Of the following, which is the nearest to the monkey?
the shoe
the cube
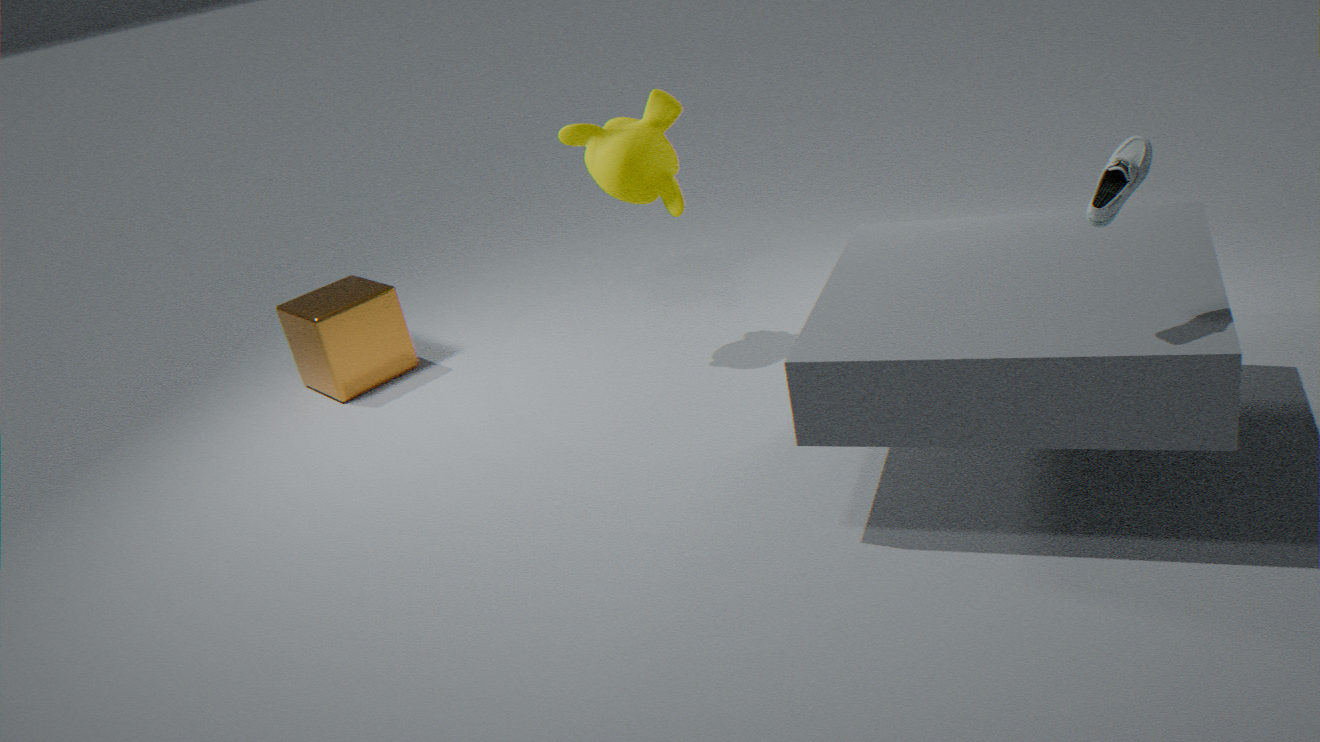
the cube
